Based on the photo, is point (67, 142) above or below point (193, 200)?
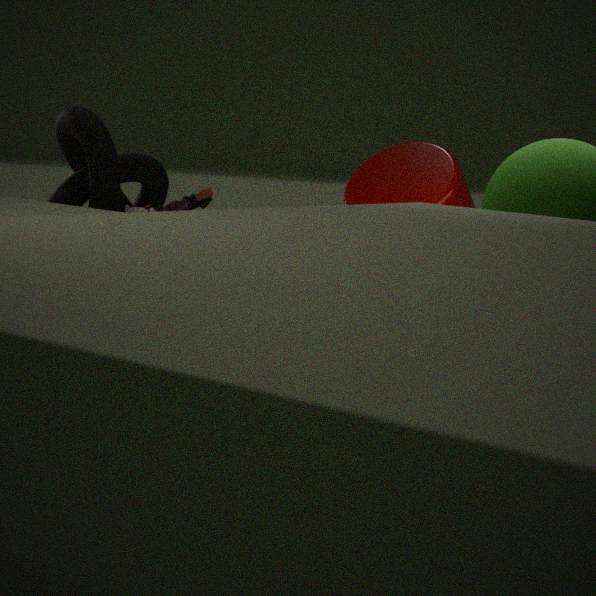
above
